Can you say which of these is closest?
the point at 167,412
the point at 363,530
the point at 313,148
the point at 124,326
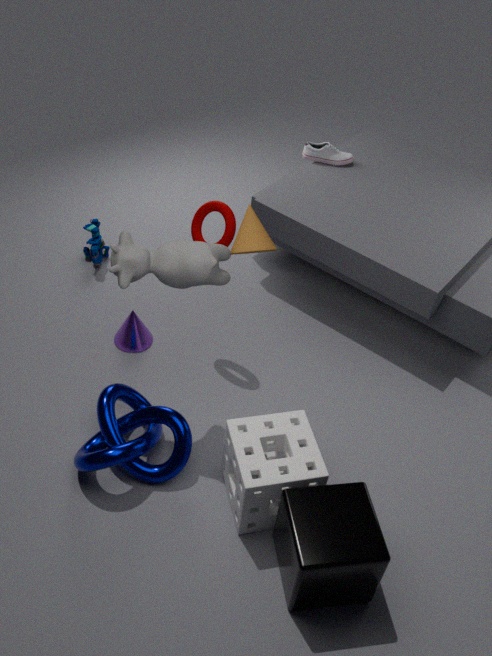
the point at 363,530
